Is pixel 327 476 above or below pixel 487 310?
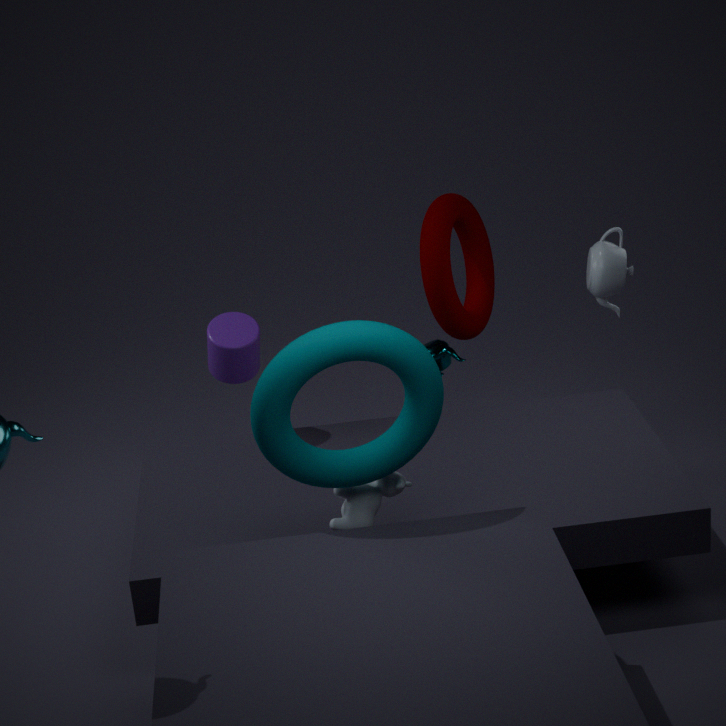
above
